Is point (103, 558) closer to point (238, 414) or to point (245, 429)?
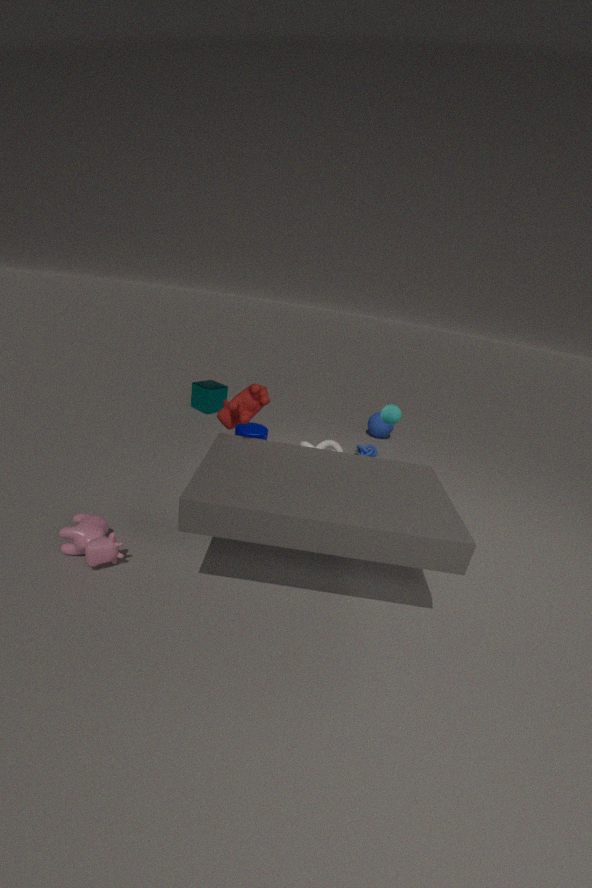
point (238, 414)
